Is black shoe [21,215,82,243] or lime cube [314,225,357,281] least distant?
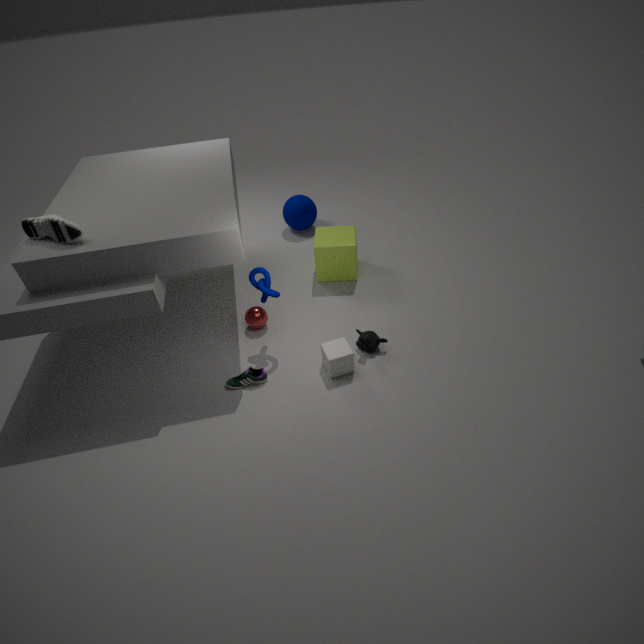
black shoe [21,215,82,243]
